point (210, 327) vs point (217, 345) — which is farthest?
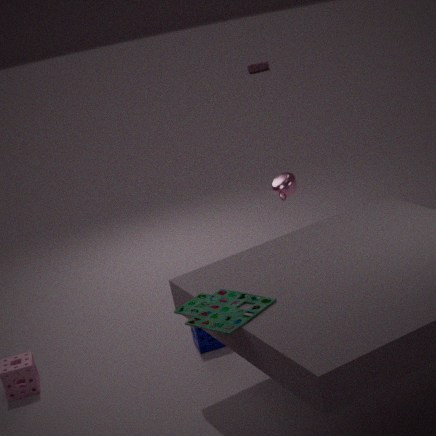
point (217, 345)
